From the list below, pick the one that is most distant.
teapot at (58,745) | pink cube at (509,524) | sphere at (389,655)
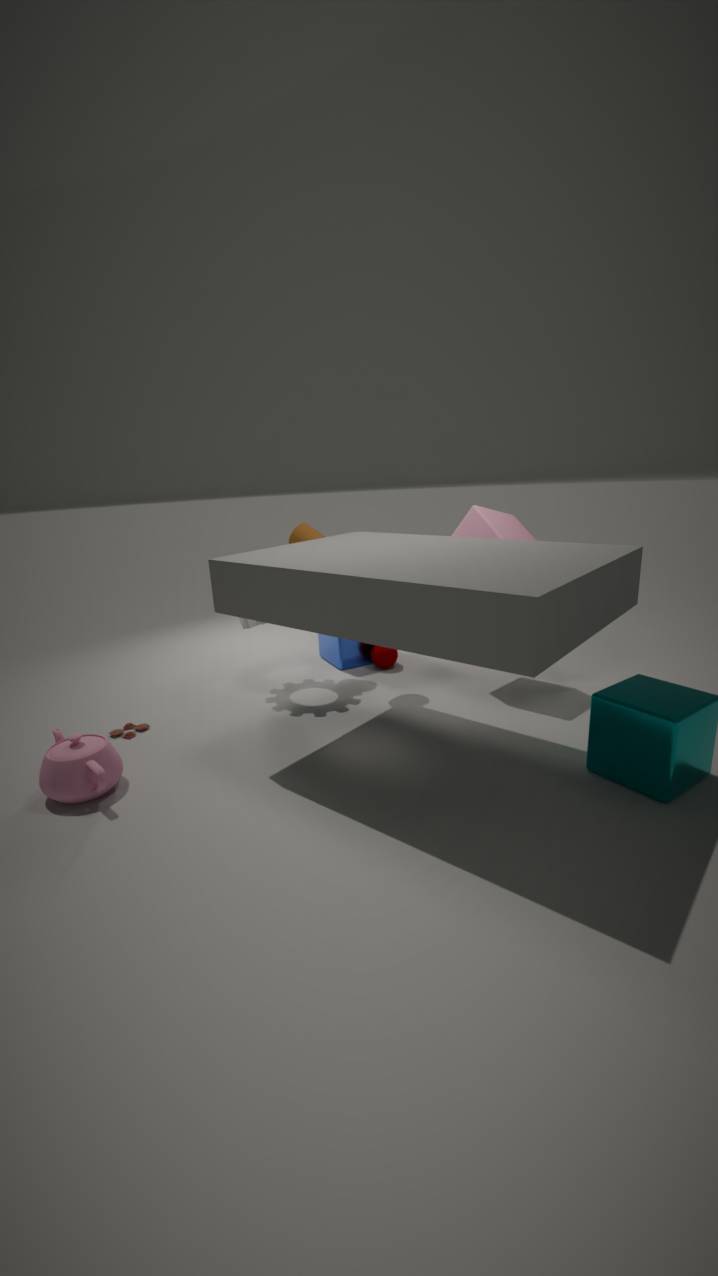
sphere at (389,655)
